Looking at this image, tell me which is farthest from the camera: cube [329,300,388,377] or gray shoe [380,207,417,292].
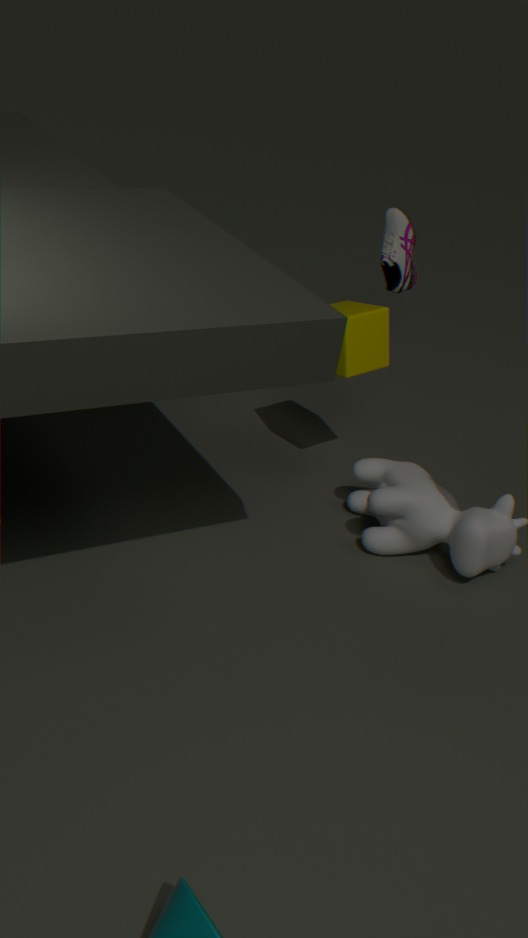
gray shoe [380,207,417,292]
